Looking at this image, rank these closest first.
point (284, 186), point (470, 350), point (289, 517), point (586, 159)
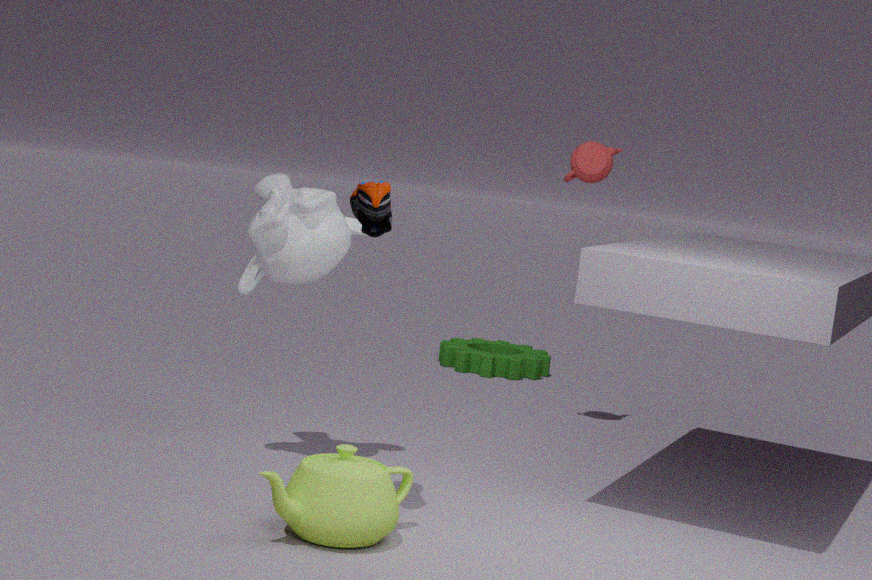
point (289, 517)
point (284, 186)
point (586, 159)
point (470, 350)
